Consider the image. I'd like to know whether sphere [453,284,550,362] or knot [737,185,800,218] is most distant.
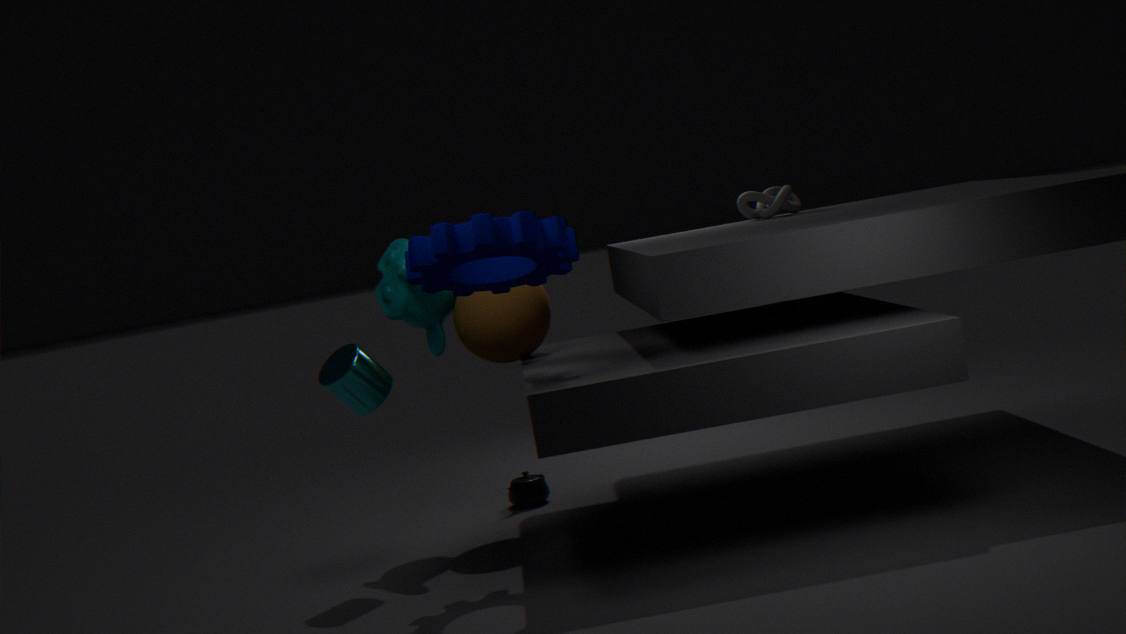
knot [737,185,800,218]
